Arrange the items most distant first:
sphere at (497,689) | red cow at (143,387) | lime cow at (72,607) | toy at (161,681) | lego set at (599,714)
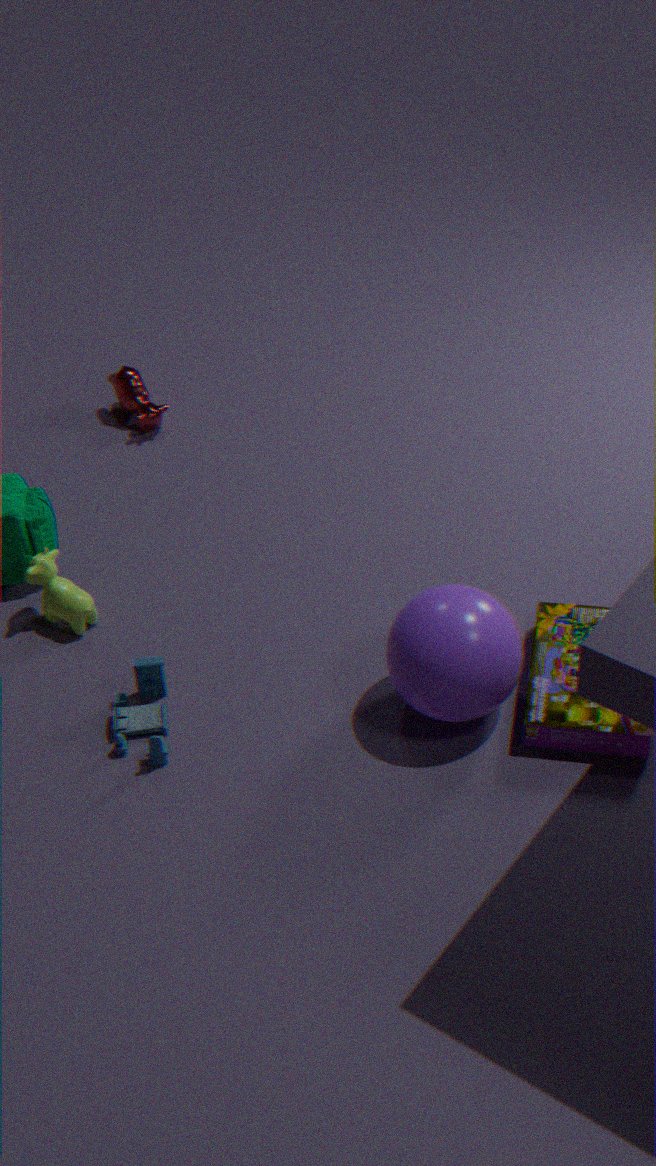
red cow at (143,387) → lime cow at (72,607) → toy at (161,681) → lego set at (599,714) → sphere at (497,689)
